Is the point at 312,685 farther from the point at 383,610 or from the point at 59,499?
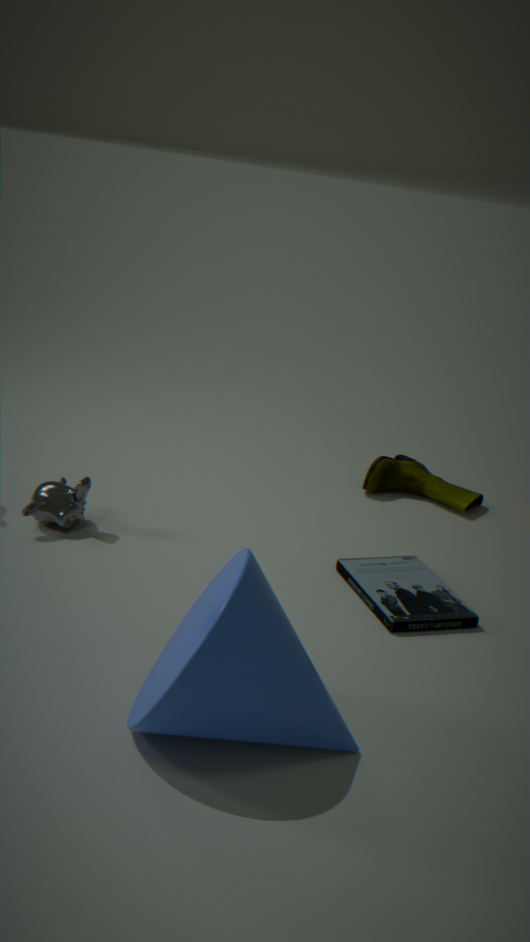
the point at 59,499
